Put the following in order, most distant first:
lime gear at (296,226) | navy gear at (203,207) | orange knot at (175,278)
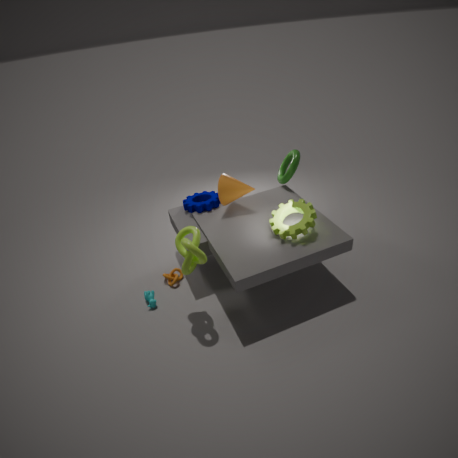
navy gear at (203,207)
orange knot at (175,278)
lime gear at (296,226)
